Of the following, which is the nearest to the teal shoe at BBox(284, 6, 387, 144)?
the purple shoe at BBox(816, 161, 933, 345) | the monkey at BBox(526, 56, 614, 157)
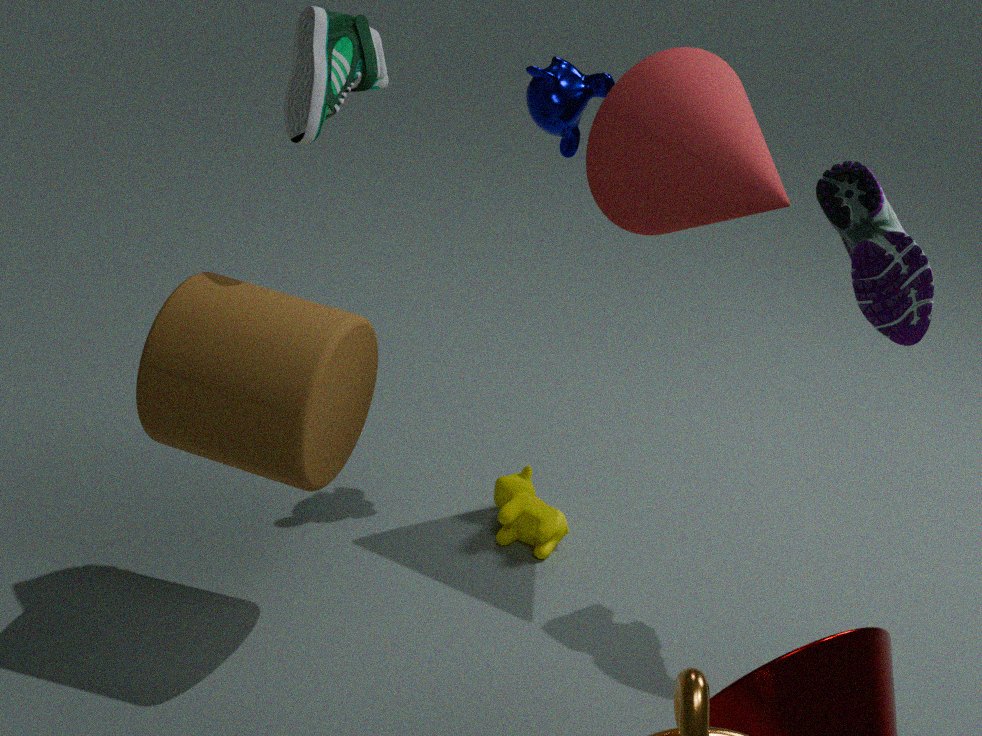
the monkey at BBox(526, 56, 614, 157)
